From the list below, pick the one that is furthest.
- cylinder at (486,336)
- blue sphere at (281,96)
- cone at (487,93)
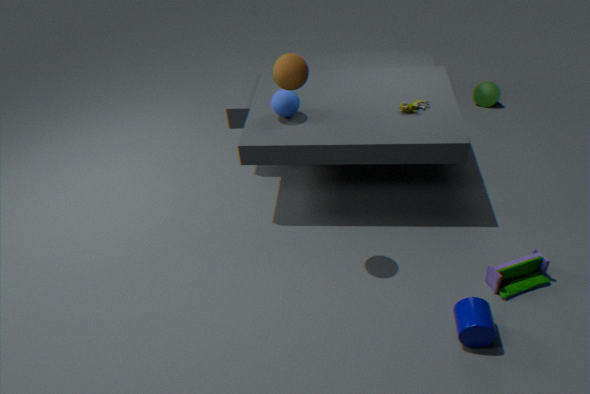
cone at (487,93)
